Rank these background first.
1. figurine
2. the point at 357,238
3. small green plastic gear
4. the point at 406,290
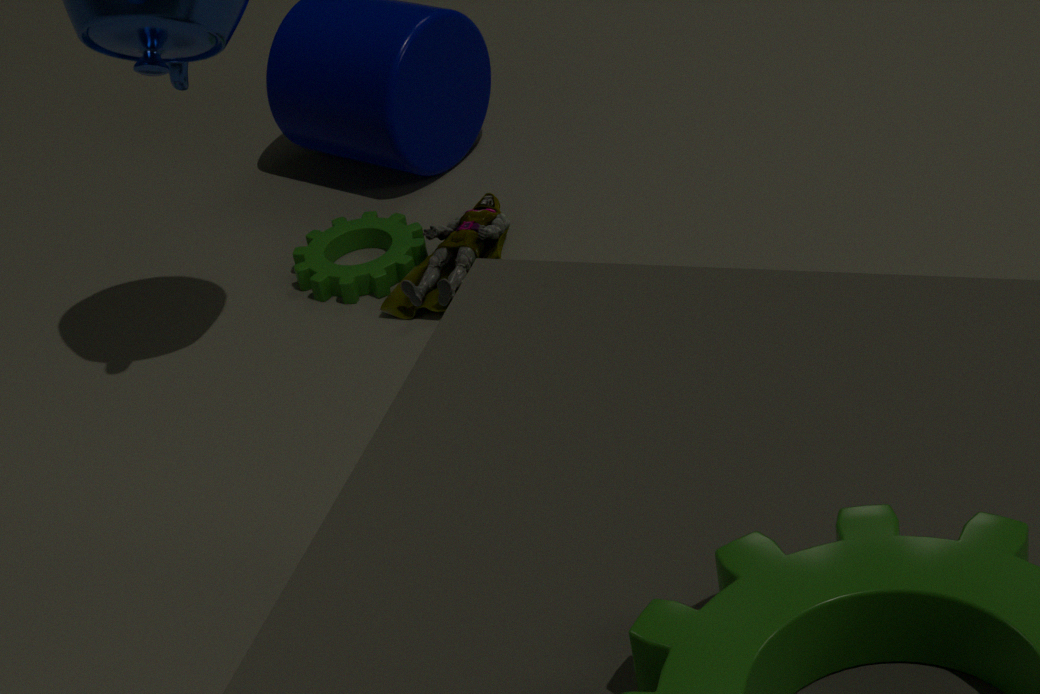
the point at 357,238, the point at 406,290, small green plastic gear, figurine
